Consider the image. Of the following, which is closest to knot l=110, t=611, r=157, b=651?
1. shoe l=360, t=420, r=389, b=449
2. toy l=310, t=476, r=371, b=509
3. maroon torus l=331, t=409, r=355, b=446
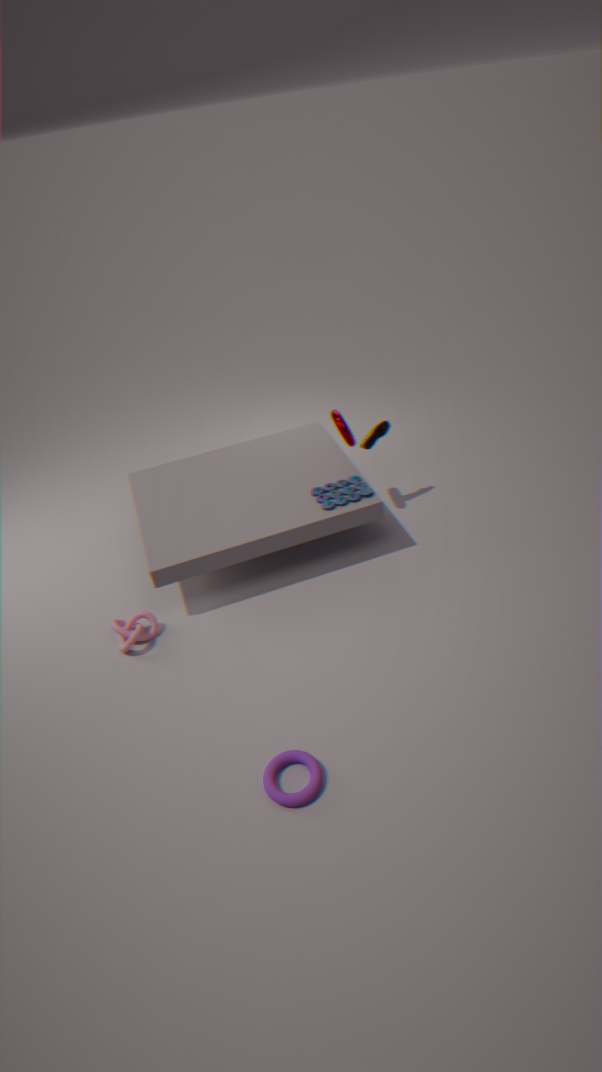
toy l=310, t=476, r=371, b=509
